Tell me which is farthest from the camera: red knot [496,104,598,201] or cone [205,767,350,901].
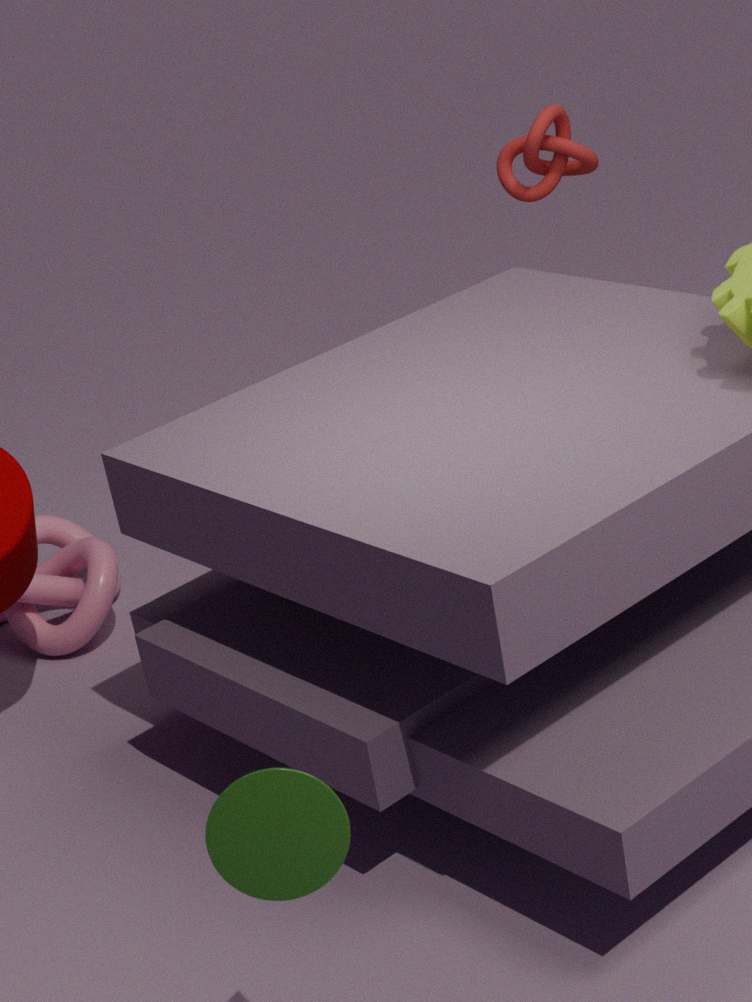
red knot [496,104,598,201]
